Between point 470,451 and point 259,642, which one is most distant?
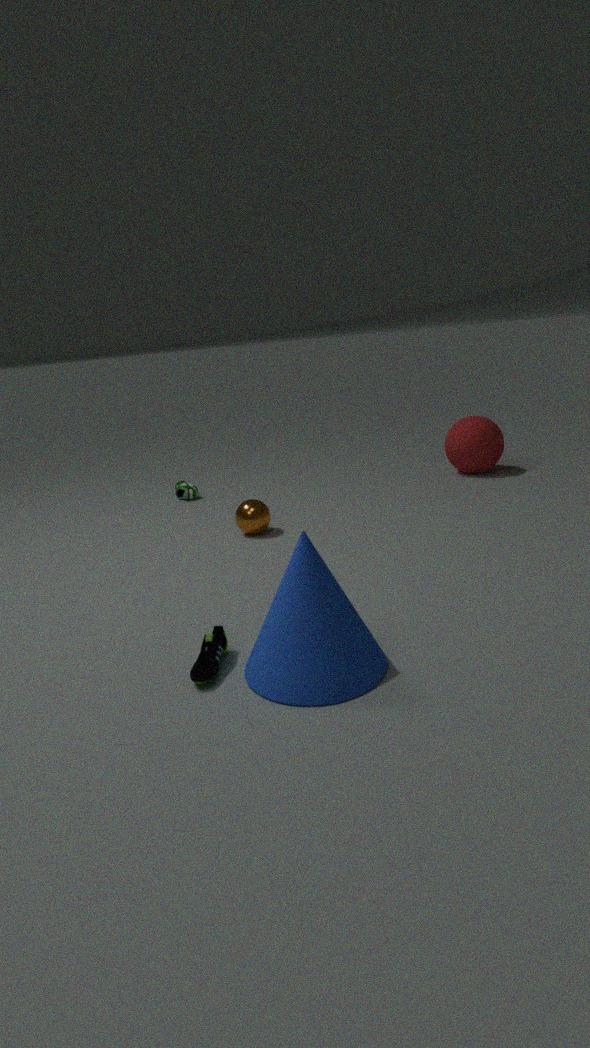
point 470,451
